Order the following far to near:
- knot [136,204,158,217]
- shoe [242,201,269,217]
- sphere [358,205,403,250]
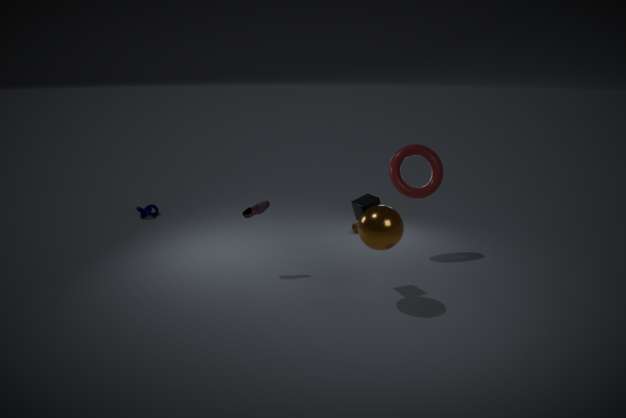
knot [136,204,158,217] < shoe [242,201,269,217] < sphere [358,205,403,250]
